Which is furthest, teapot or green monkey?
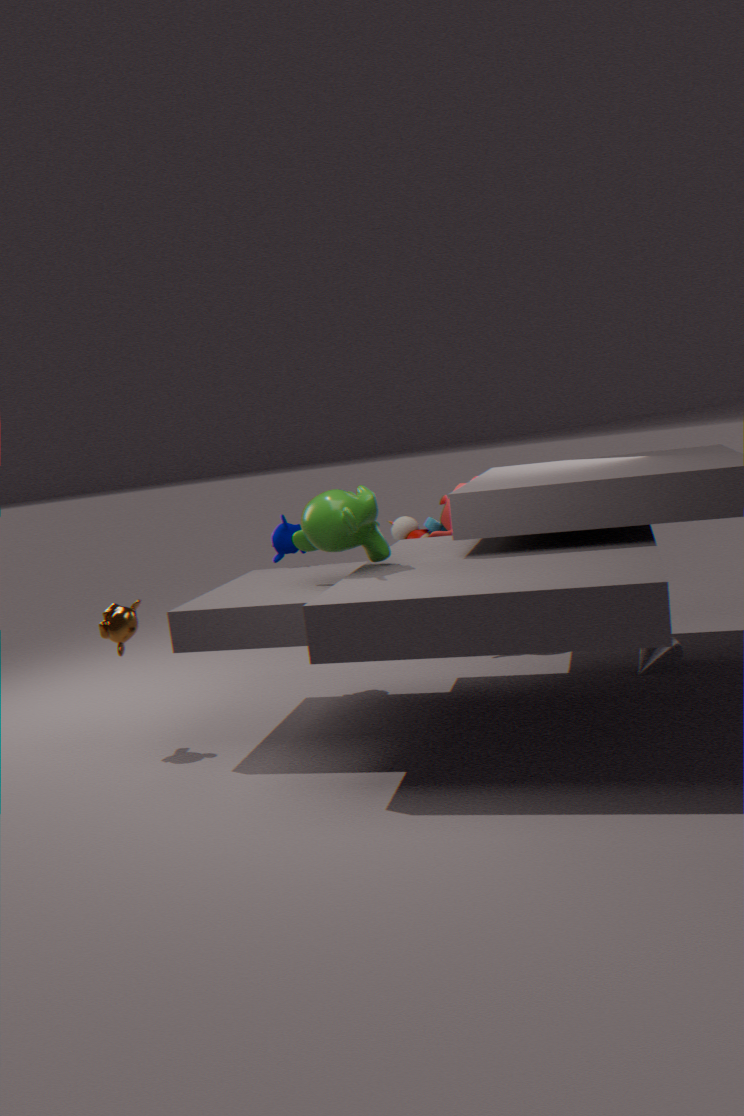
teapot
